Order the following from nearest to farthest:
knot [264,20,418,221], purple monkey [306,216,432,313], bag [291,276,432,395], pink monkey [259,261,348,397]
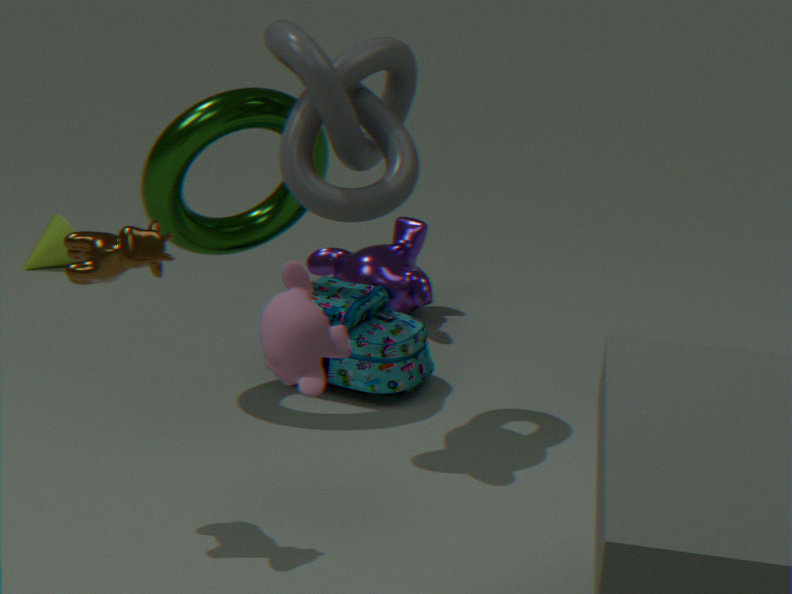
pink monkey [259,261,348,397] < knot [264,20,418,221] < bag [291,276,432,395] < purple monkey [306,216,432,313]
